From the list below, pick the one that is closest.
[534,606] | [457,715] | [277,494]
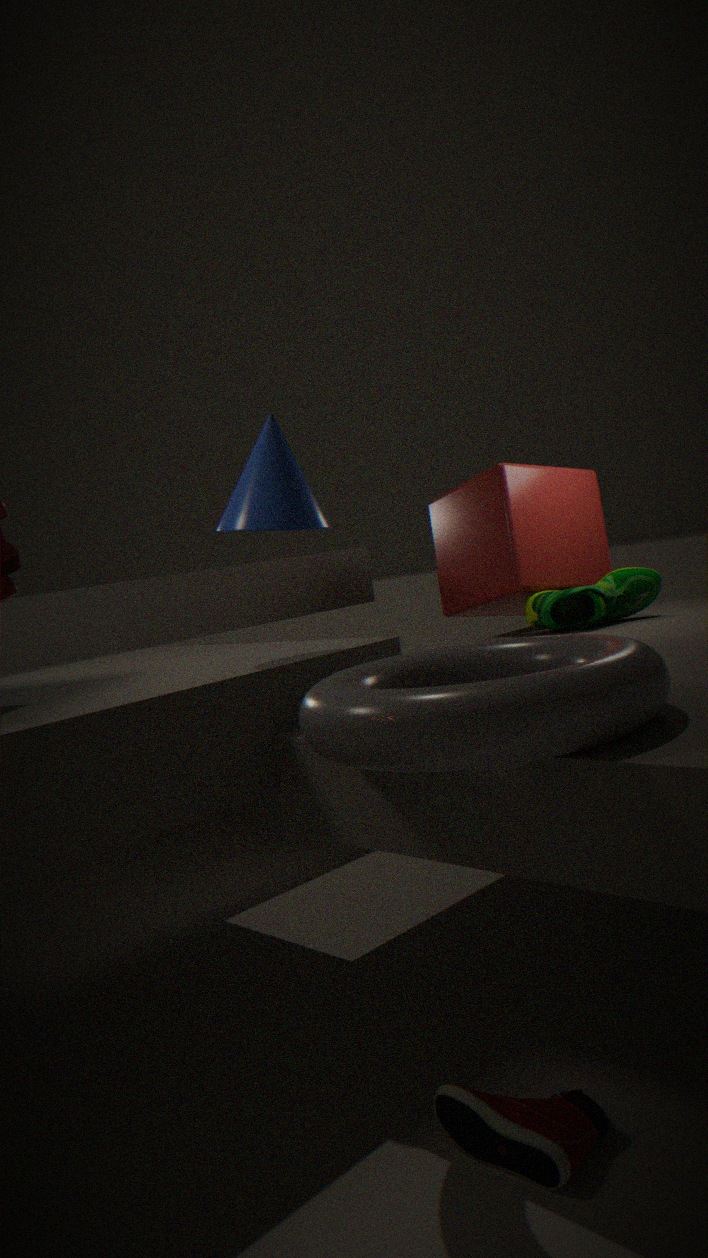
[457,715]
